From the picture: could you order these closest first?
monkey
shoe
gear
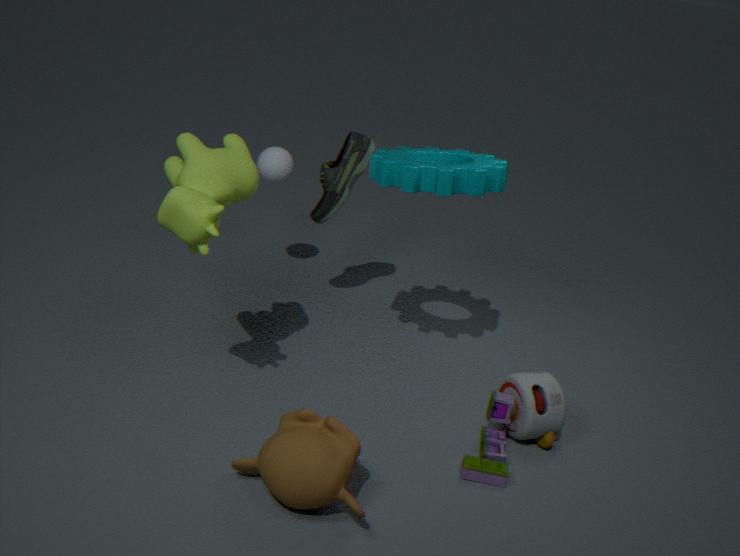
monkey
gear
shoe
